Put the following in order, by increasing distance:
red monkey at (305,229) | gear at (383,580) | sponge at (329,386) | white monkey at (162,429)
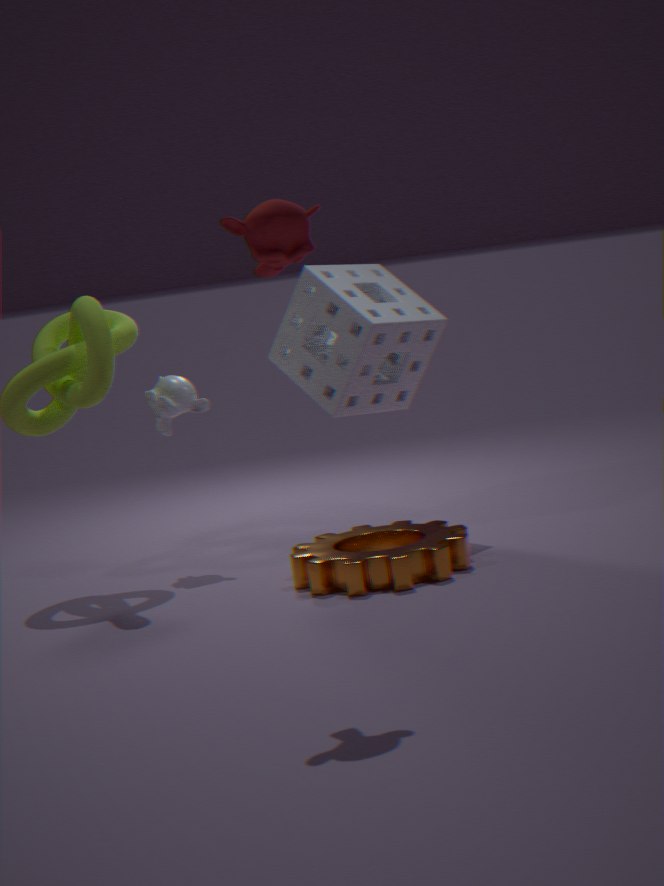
red monkey at (305,229)
gear at (383,580)
sponge at (329,386)
white monkey at (162,429)
